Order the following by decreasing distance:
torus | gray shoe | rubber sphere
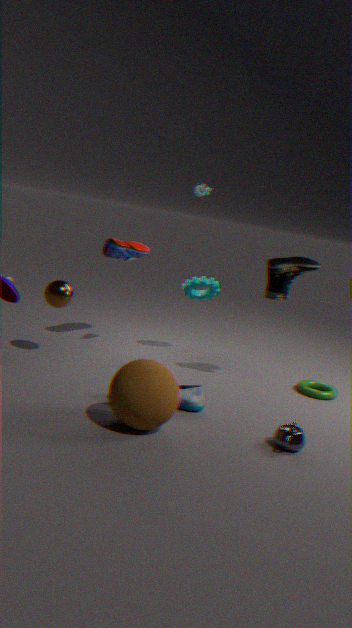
torus, gray shoe, rubber sphere
